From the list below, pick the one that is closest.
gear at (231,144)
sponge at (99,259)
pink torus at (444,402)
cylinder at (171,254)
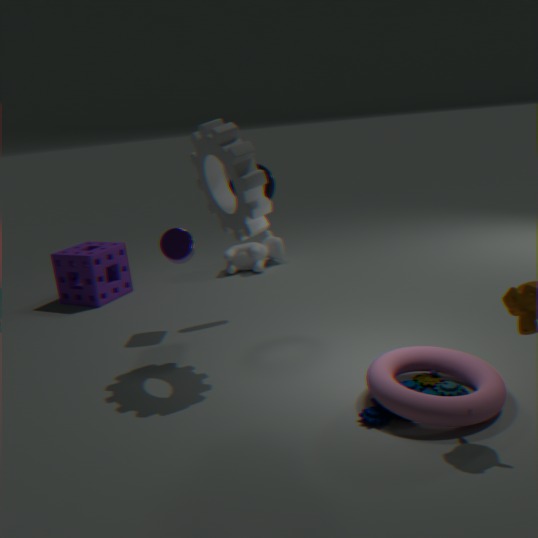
pink torus at (444,402)
